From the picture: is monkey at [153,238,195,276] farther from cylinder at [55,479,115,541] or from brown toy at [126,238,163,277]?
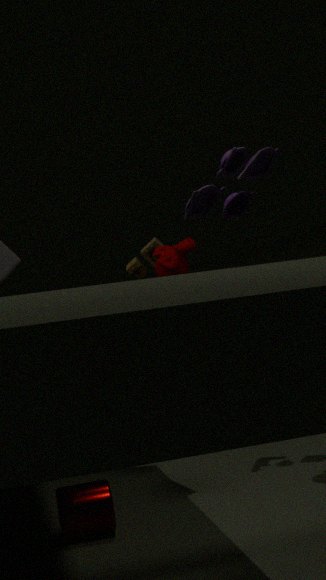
cylinder at [55,479,115,541]
